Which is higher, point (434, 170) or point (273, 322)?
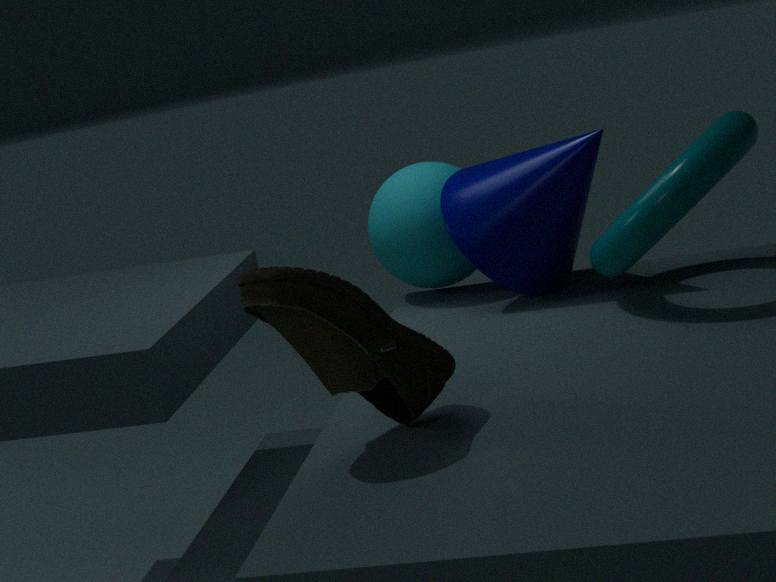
point (273, 322)
